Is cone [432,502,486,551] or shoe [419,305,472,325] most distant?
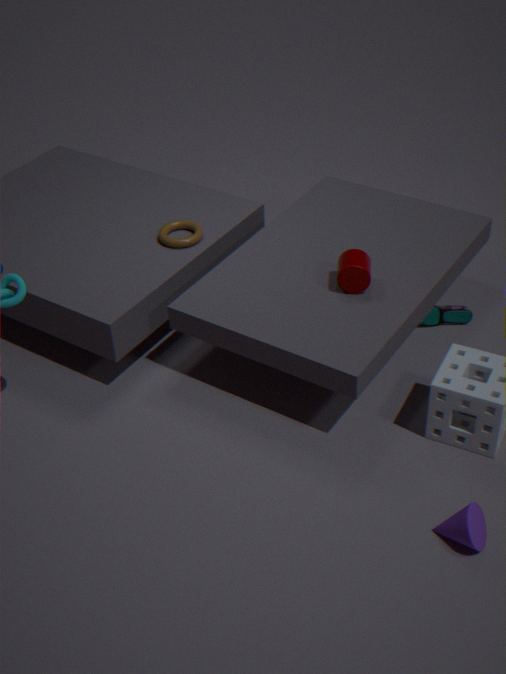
shoe [419,305,472,325]
